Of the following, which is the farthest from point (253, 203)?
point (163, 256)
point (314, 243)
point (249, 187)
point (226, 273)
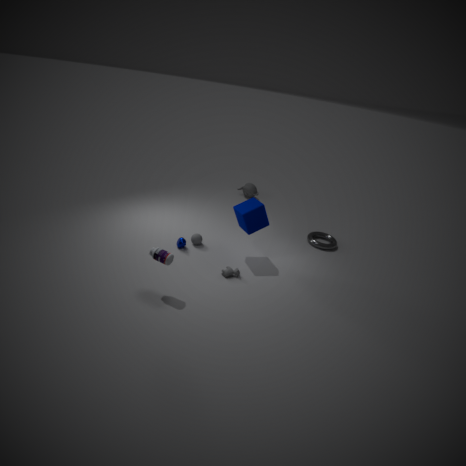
point (249, 187)
